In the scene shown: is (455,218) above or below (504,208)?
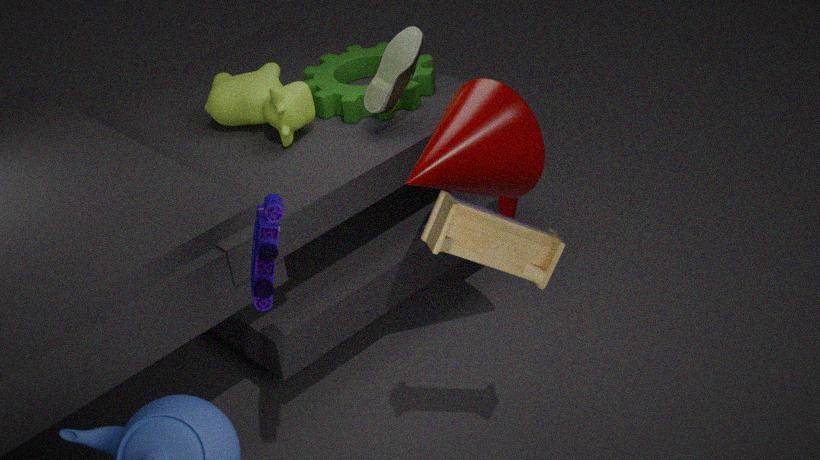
above
